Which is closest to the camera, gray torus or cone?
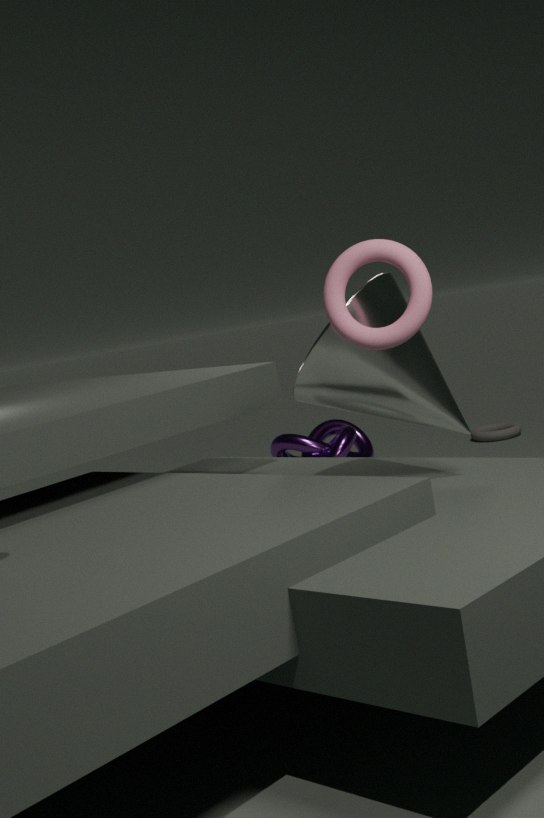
cone
